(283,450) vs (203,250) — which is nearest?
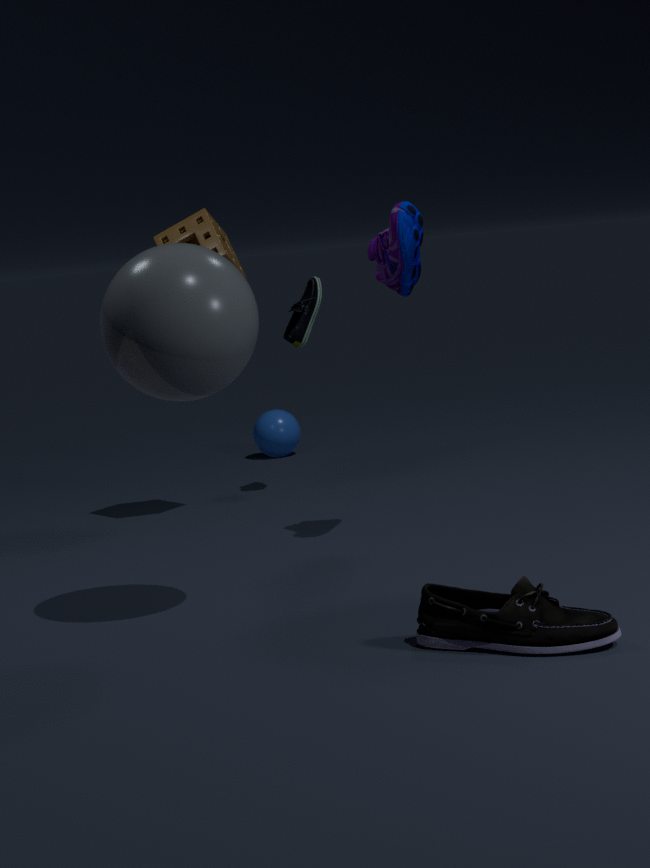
(203,250)
